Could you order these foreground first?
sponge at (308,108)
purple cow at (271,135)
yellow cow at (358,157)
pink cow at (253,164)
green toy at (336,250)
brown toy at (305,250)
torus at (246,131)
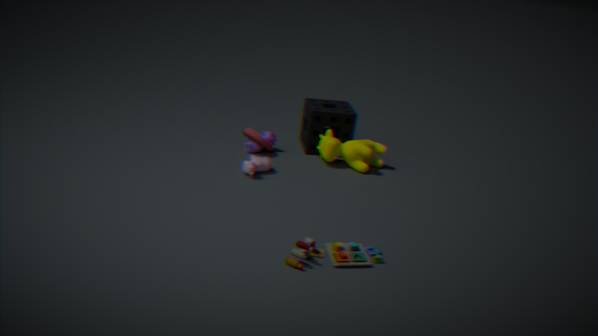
brown toy at (305,250), green toy at (336,250), pink cow at (253,164), yellow cow at (358,157), torus at (246,131), purple cow at (271,135), sponge at (308,108)
